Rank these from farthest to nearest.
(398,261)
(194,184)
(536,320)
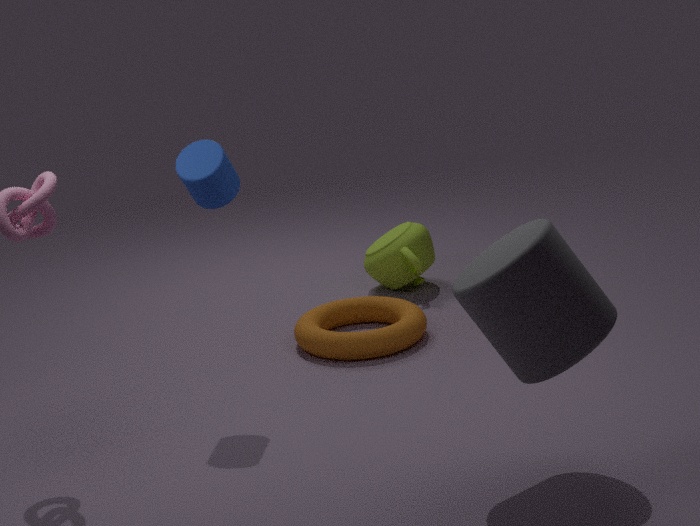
(398,261), (194,184), (536,320)
